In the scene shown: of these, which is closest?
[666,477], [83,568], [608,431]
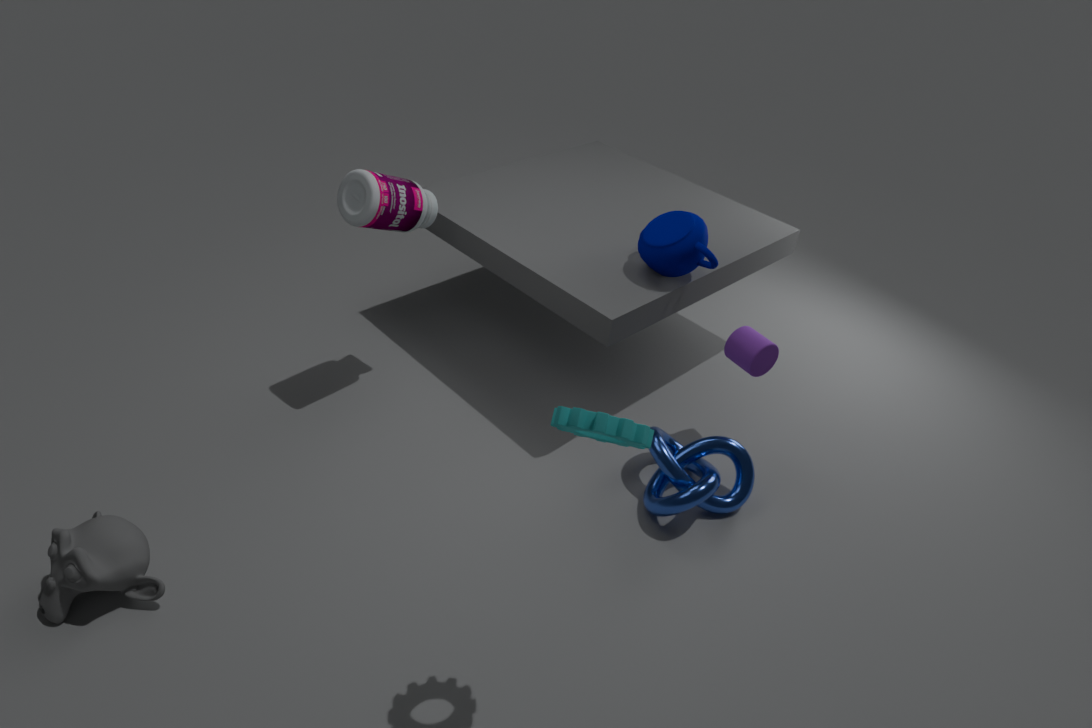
[608,431]
